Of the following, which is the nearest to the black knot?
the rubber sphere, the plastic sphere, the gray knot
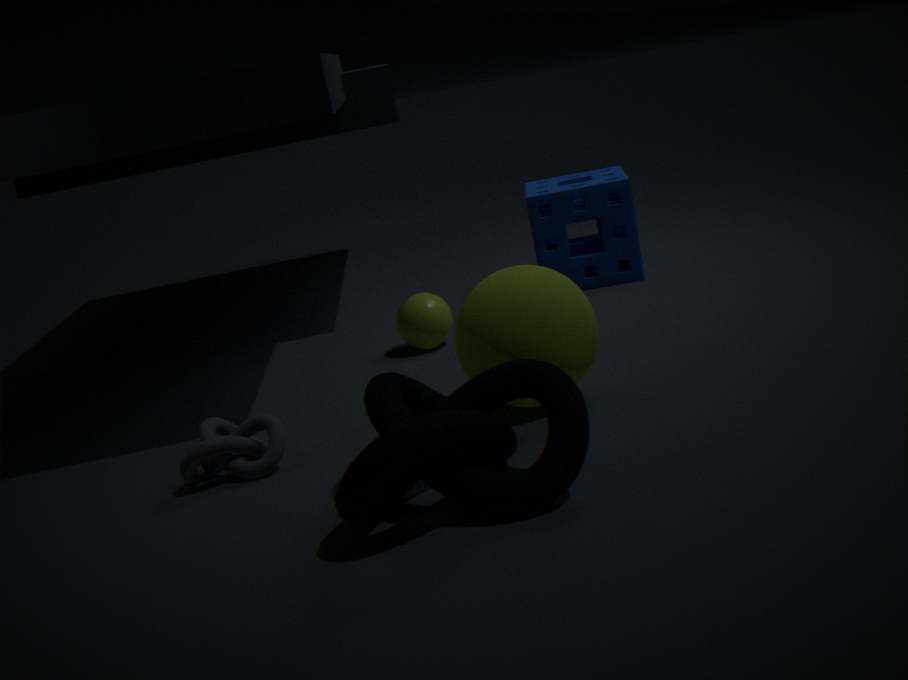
the rubber sphere
